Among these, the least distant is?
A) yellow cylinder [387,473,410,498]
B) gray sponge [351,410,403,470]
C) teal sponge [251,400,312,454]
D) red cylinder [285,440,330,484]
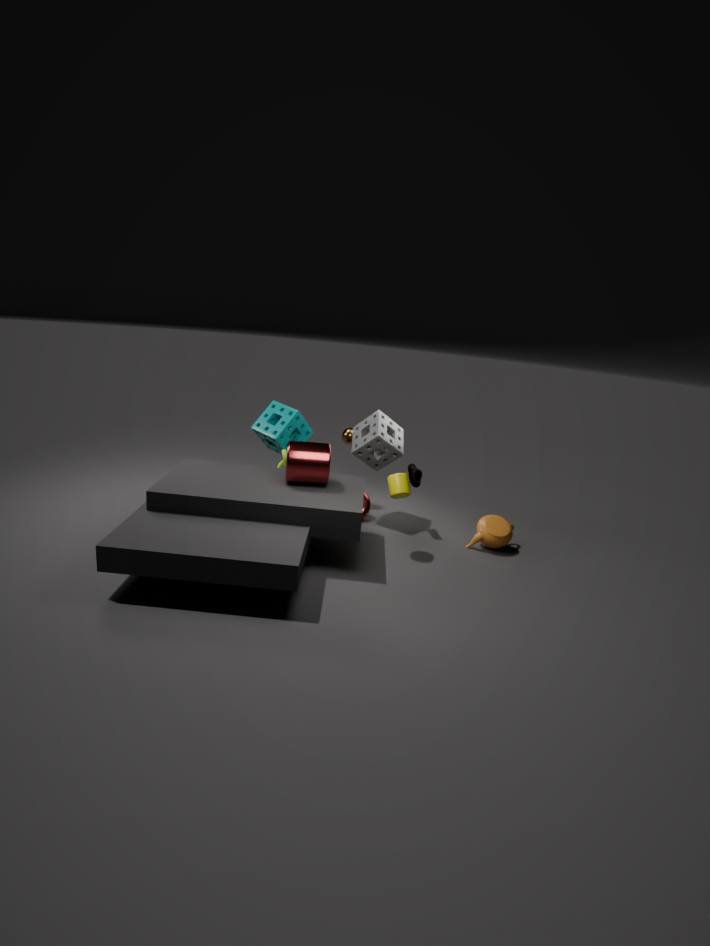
red cylinder [285,440,330,484]
